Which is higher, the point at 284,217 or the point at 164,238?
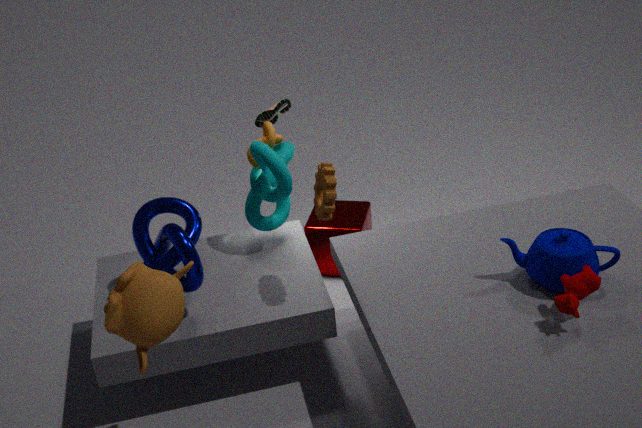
the point at 284,217
